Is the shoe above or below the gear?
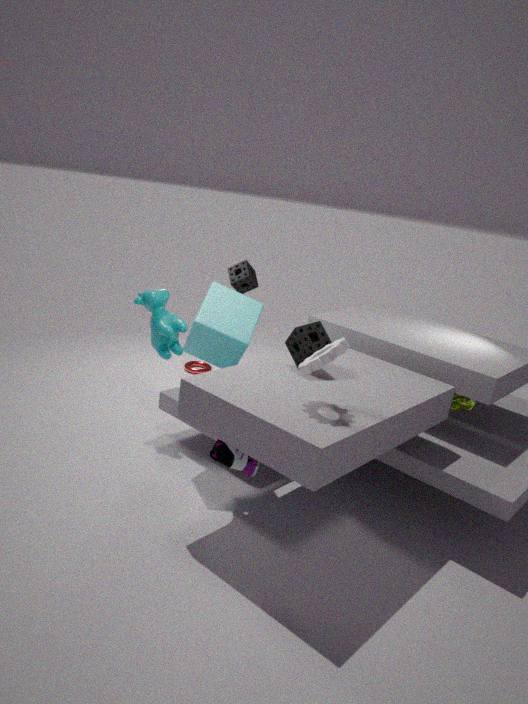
below
